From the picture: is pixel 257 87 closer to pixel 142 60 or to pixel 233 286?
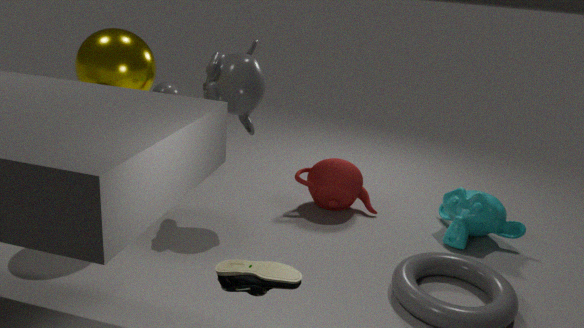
pixel 142 60
